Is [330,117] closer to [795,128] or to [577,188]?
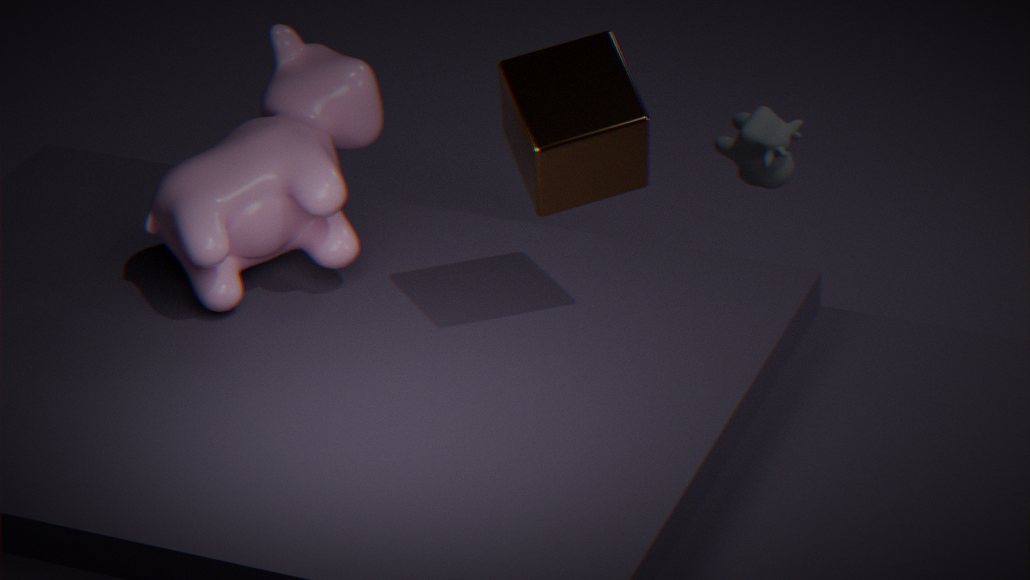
[577,188]
